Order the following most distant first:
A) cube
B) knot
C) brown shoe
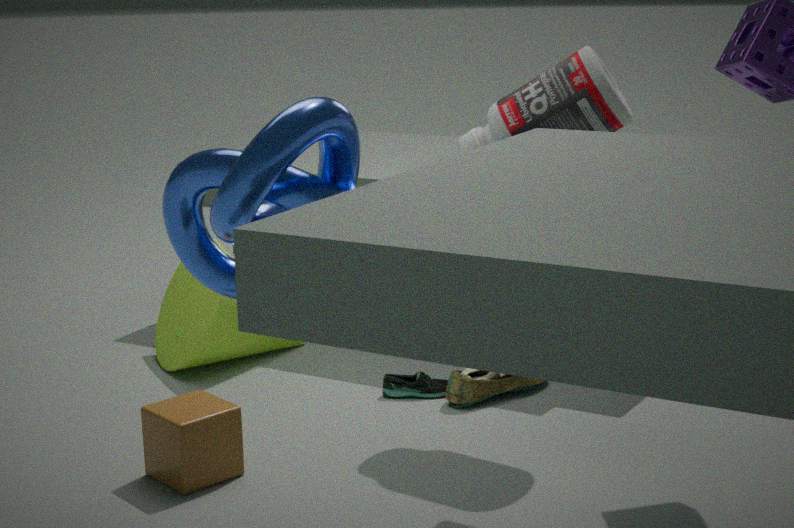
brown shoe, cube, knot
